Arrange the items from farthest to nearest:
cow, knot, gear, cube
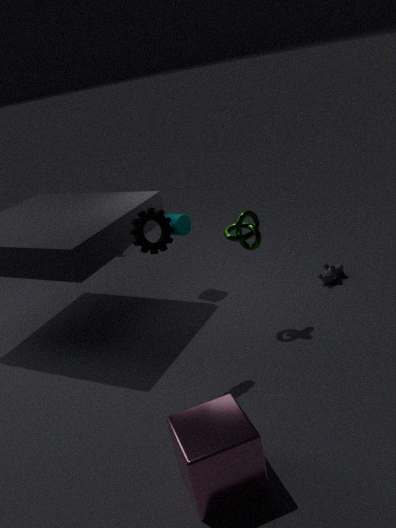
cow → knot → gear → cube
